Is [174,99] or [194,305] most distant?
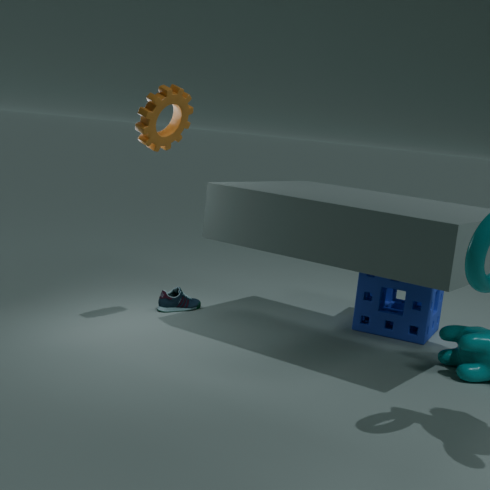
[194,305]
